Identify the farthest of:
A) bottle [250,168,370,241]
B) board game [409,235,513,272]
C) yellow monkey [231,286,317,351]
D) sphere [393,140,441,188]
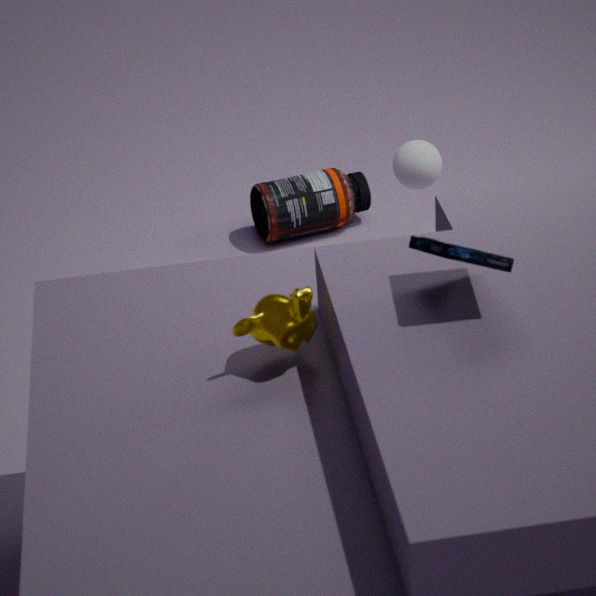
bottle [250,168,370,241]
